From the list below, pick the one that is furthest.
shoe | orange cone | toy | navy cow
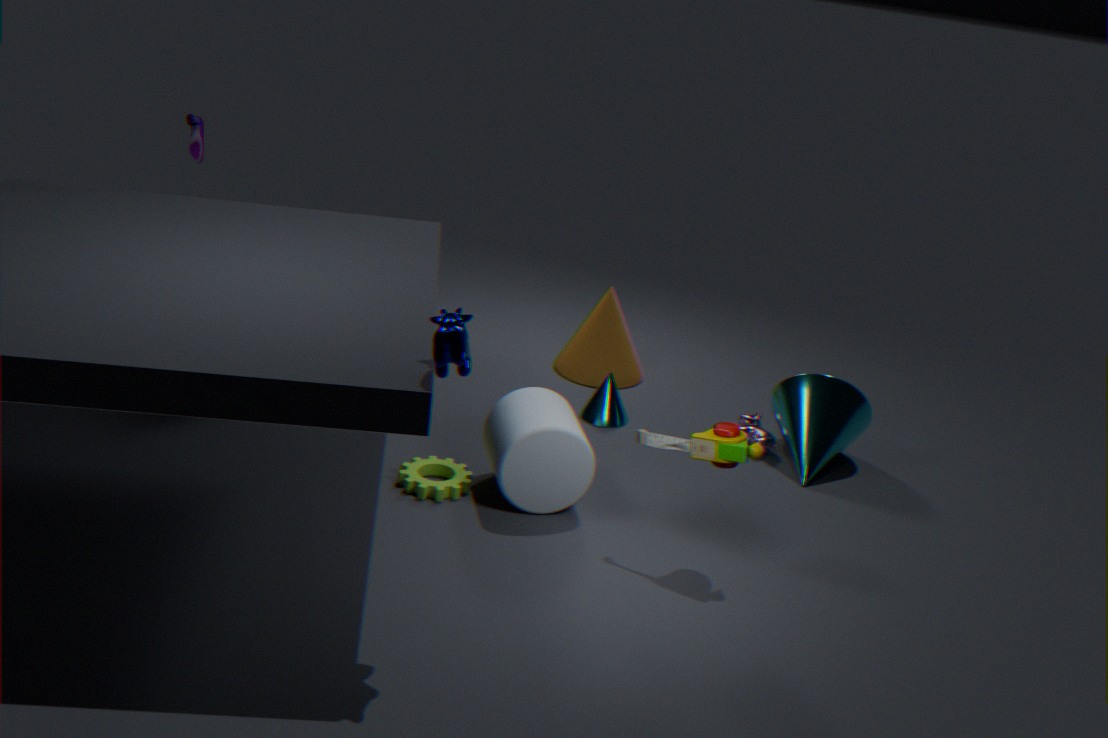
orange cone
